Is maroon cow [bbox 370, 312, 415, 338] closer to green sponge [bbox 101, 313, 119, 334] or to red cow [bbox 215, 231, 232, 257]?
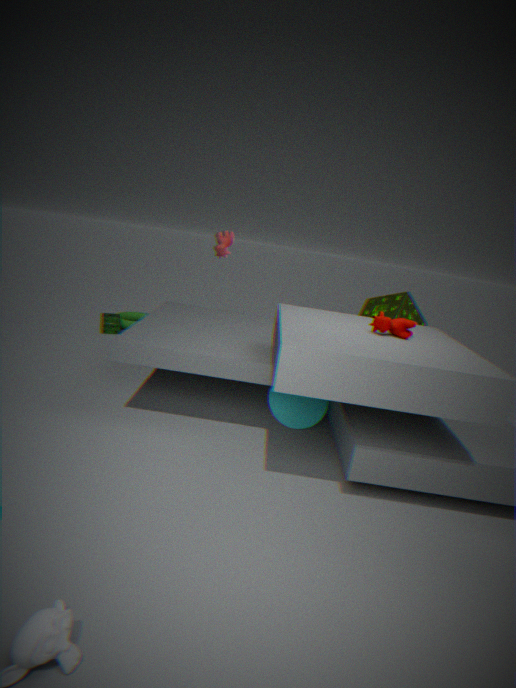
red cow [bbox 215, 231, 232, 257]
